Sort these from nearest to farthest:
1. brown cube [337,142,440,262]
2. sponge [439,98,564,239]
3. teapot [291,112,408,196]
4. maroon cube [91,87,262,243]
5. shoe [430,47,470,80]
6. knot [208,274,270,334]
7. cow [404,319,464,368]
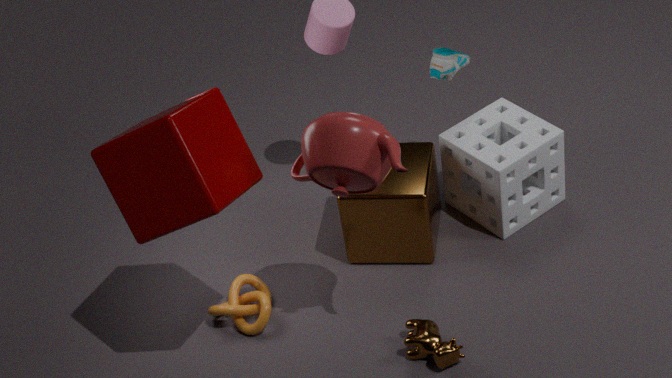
maroon cube [91,87,262,243] → teapot [291,112,408,196] → cow [404,319,464,368] → knot [208,274,270,334] → brown cube [337,142,440,262] → sponge [439,98,564,239] → shoe [430,47,470,80]
